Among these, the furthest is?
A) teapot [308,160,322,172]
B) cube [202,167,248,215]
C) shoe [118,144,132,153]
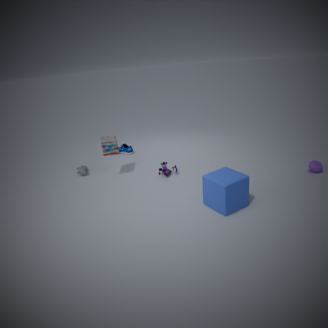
shoe [118,144,132,153]
